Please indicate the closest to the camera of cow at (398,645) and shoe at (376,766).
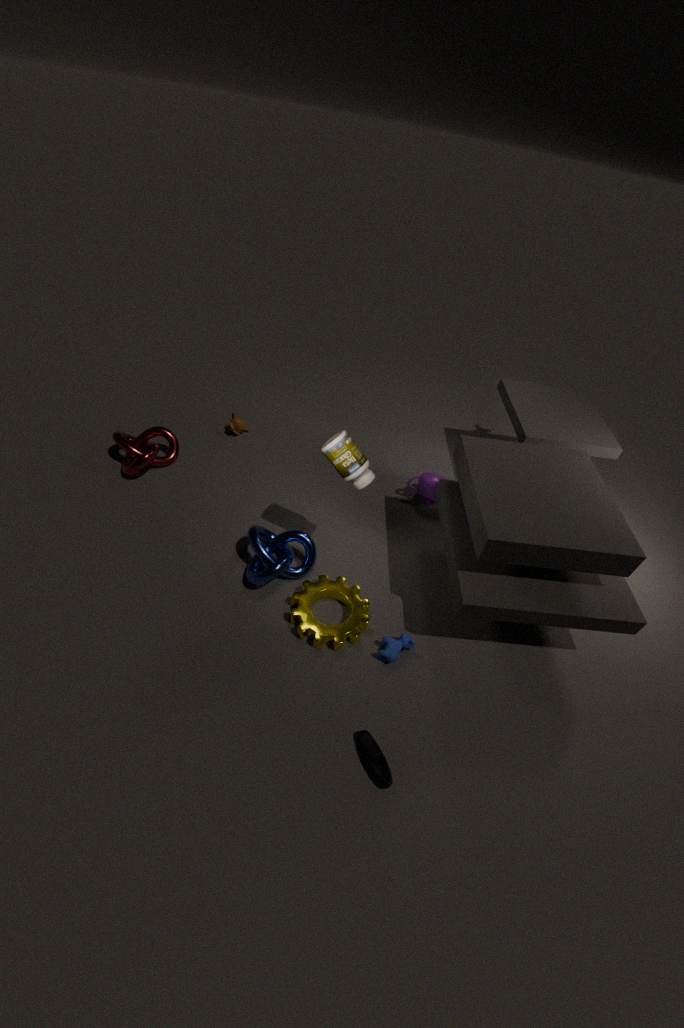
shoe at (376,766)
